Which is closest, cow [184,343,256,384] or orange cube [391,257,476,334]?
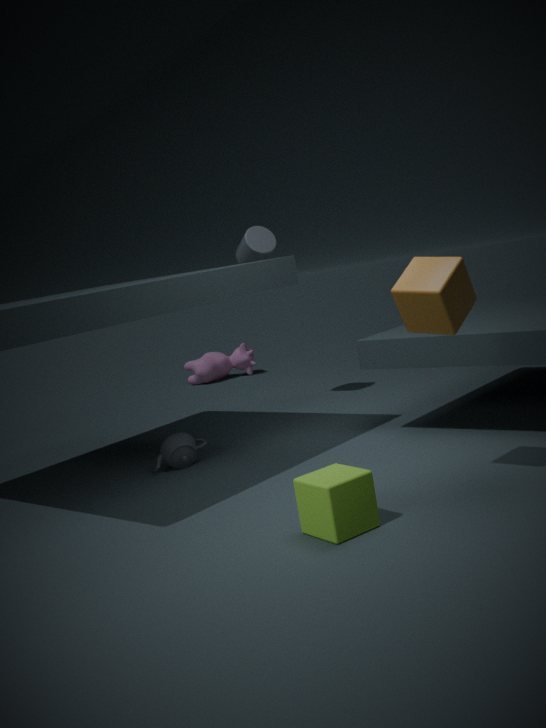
orange cube [391,257,476,334]
